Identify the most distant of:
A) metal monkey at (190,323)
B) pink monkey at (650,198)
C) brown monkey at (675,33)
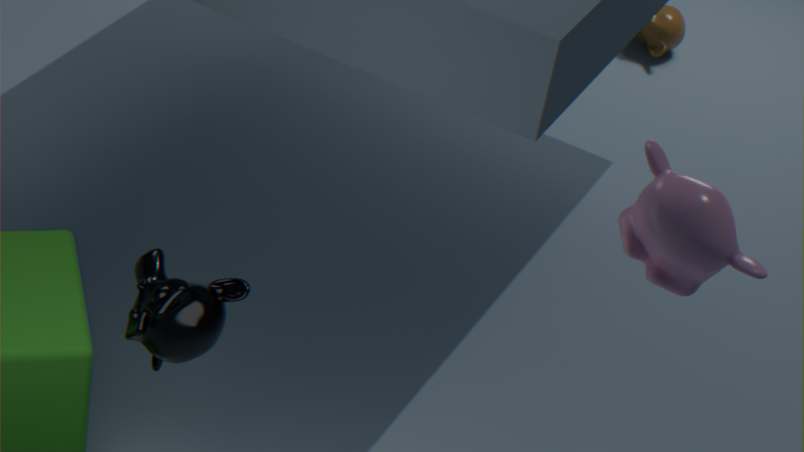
brown monkey at (675,33)
